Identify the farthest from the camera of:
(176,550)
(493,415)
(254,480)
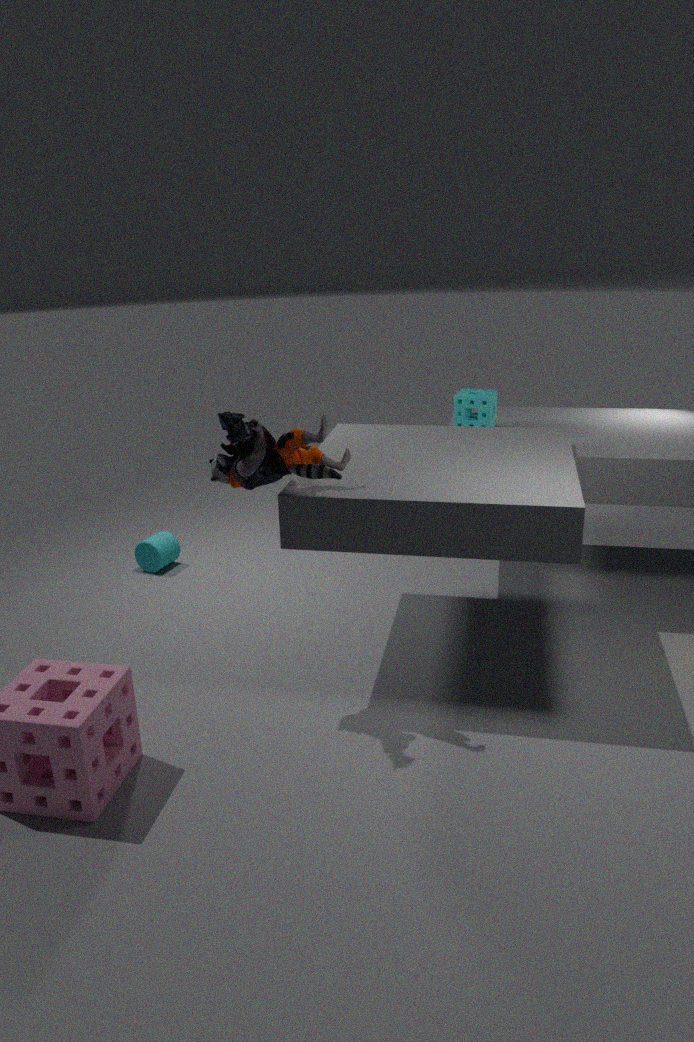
(176,550)
